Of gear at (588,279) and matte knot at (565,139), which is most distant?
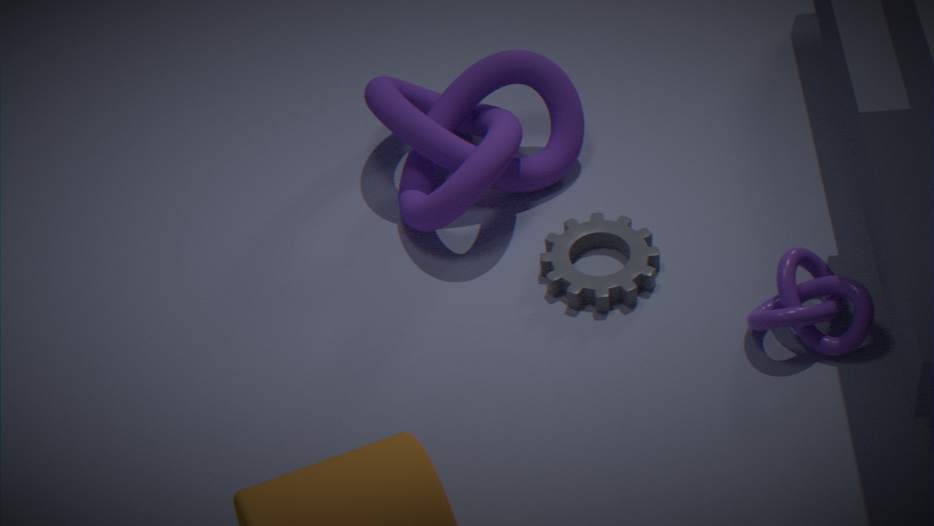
matte knot at (565,139)
